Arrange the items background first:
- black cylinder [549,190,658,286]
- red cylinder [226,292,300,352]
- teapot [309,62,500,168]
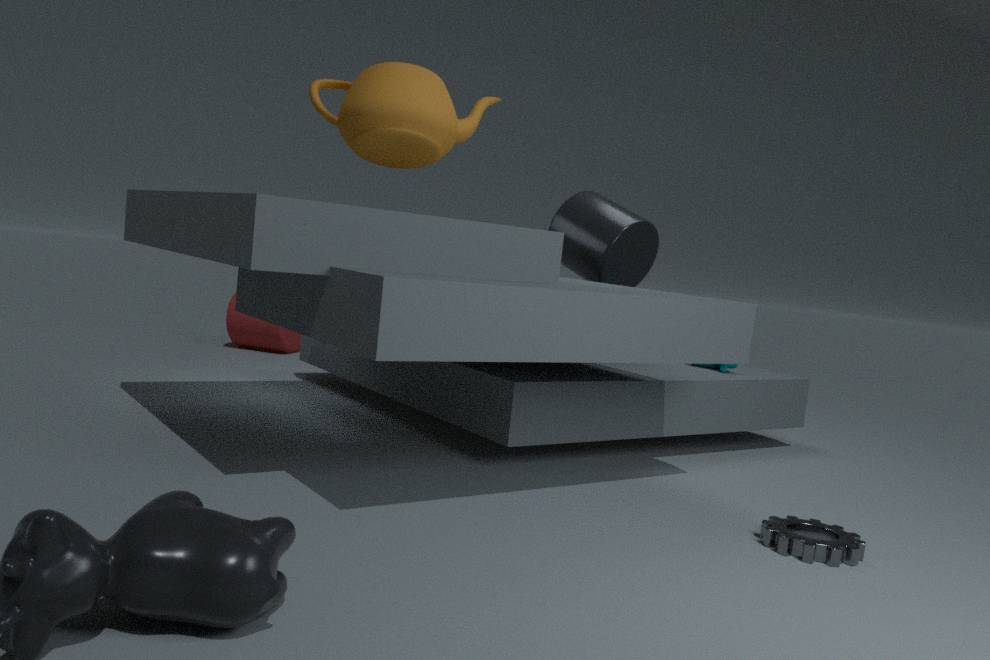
red cylinder [226,292,300,352]
black cylinder [549,190,658,286]
teapot [309,62,500,168]
